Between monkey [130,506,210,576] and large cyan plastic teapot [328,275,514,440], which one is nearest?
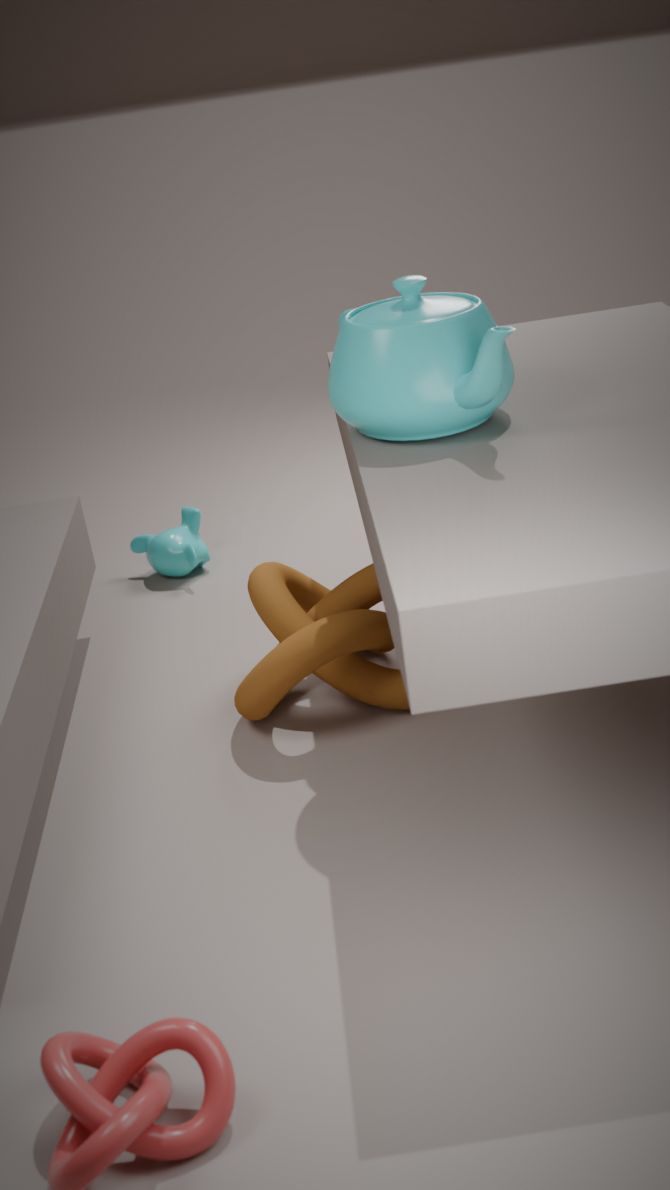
large cyan plastic teapot [328,275,514,440]
